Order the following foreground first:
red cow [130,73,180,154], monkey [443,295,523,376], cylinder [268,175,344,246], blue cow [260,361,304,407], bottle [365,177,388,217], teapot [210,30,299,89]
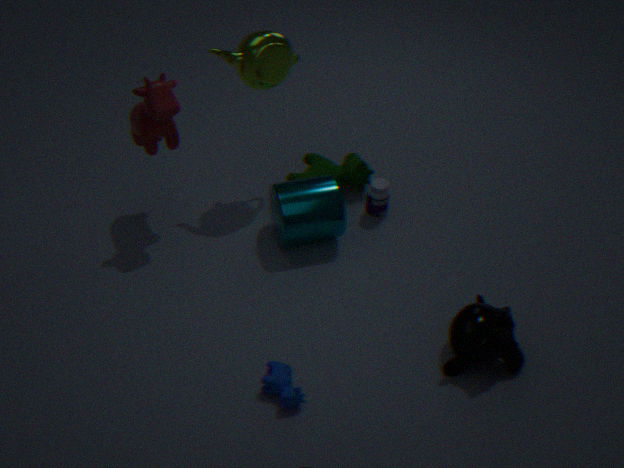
1. blue cow [260,361,304,407]
2. monkey [443,295,523,376]
3. red cow [130,73,180,154]
4. teapot [210,30,299,89]
5. cylinder [268,175,344,246]
6. bottle [365,177,388,217]
